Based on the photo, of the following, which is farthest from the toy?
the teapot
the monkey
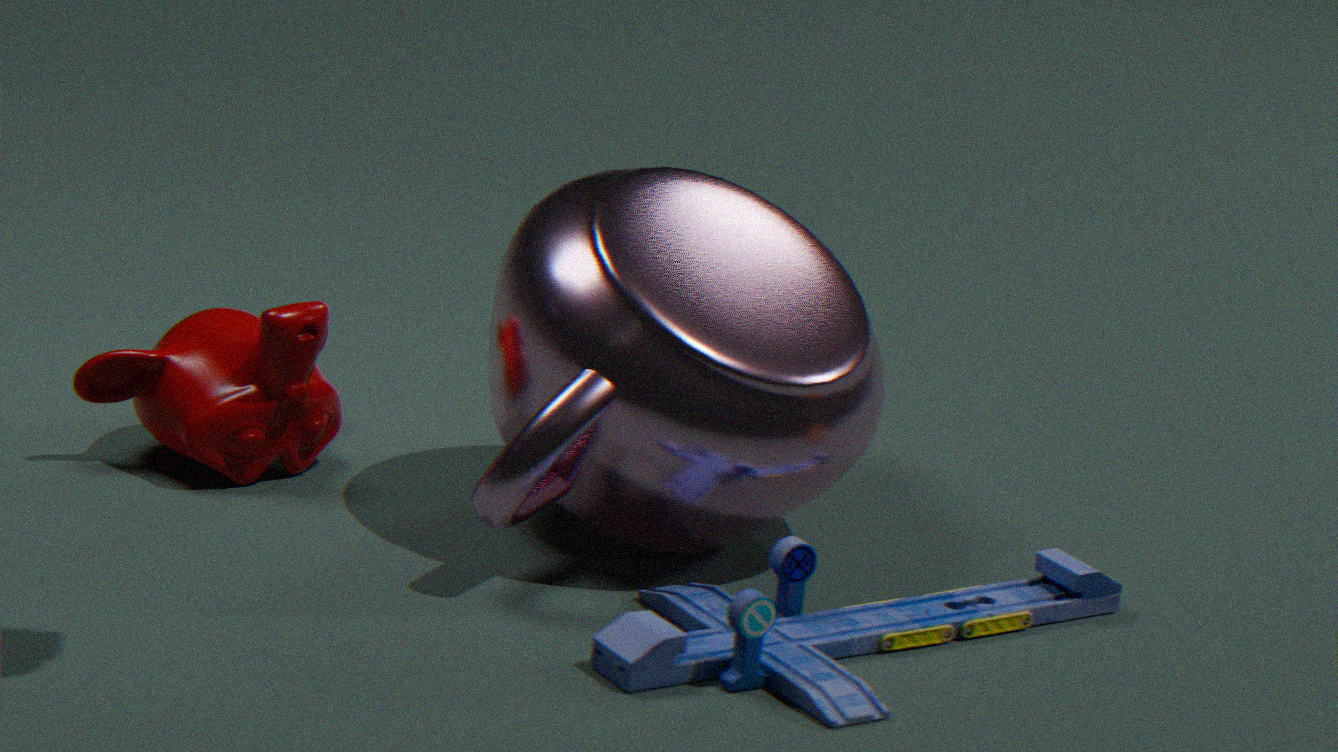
the monkey
